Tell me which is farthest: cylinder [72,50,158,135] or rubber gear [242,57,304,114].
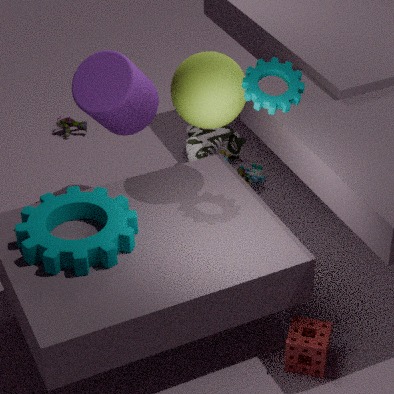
cylinder [72,50,158,135]
